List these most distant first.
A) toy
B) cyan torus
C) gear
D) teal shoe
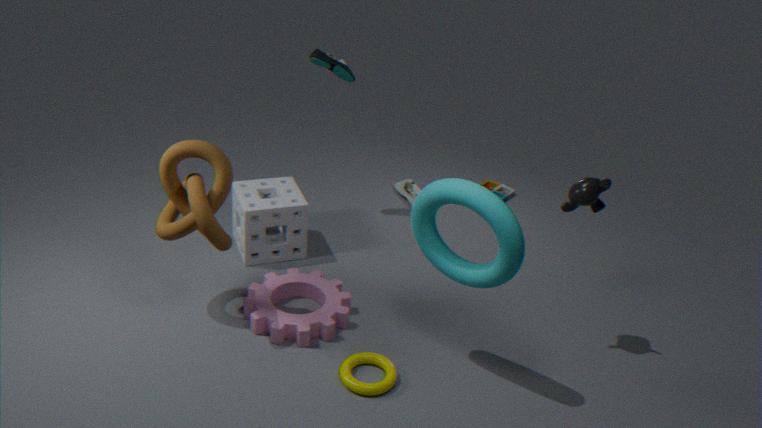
toy → teal shoe → gear → cyan torus
